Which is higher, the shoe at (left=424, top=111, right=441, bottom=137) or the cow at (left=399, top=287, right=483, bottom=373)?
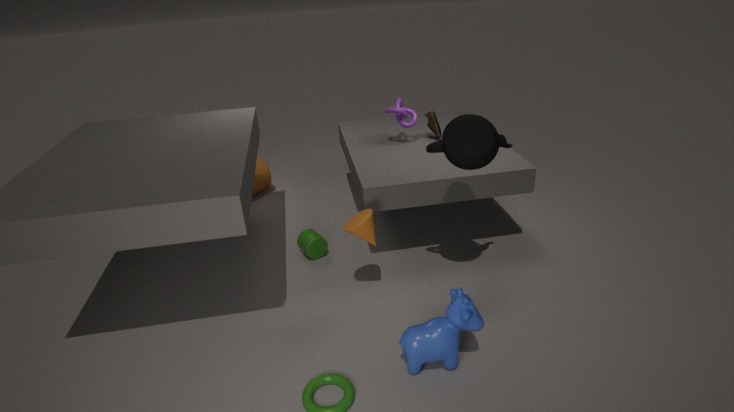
→ the shoe at (left=424, top=111, right=441, bottom=137)
